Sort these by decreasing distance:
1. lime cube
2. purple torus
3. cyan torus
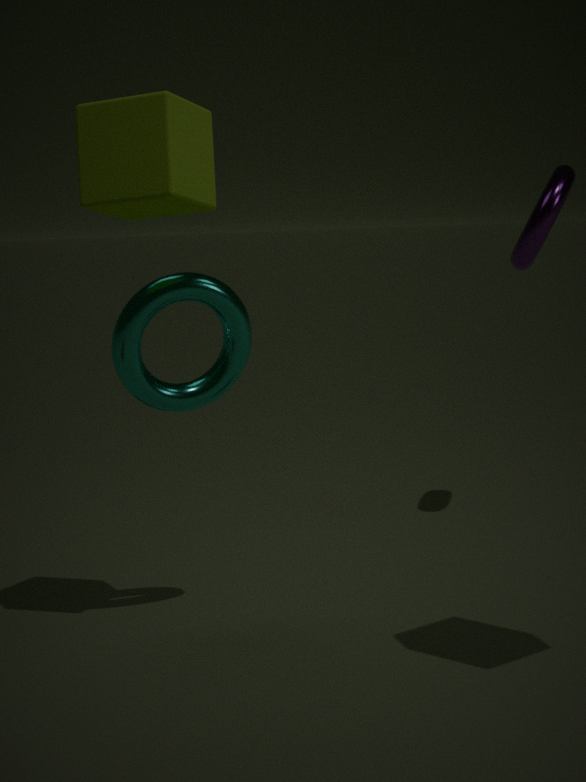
purple torus, cyan torus, lime cube
